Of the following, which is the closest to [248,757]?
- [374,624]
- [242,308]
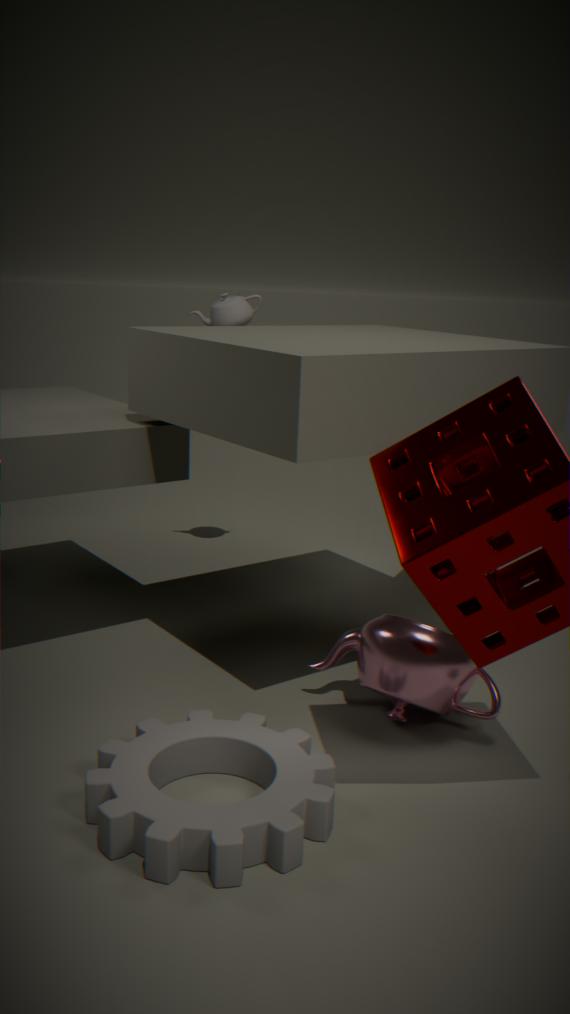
[374,624]
